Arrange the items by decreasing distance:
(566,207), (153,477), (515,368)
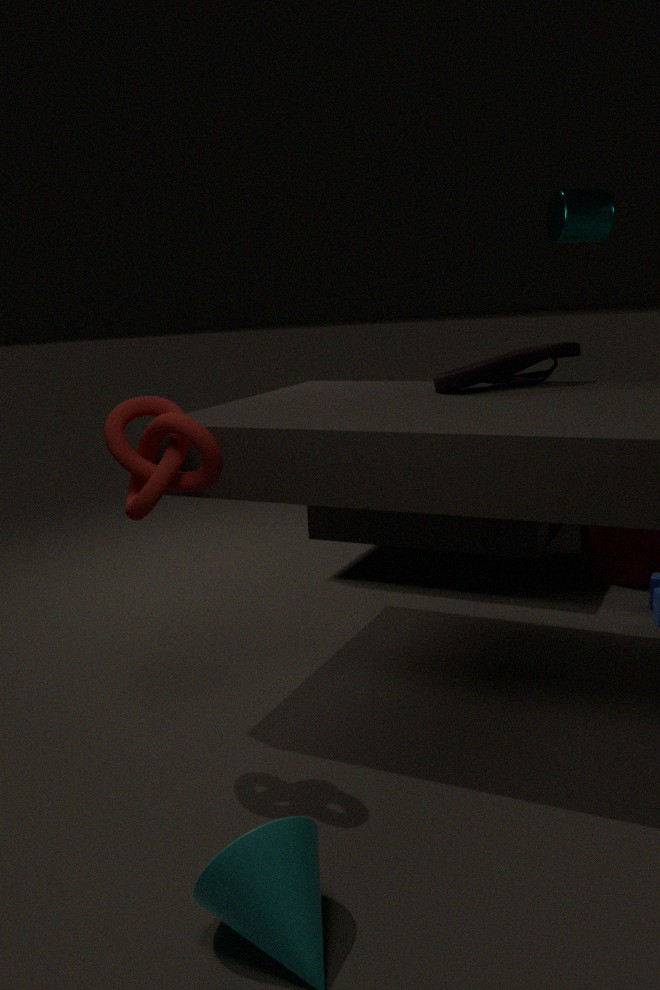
(566,207), (515,368), (153,477)
